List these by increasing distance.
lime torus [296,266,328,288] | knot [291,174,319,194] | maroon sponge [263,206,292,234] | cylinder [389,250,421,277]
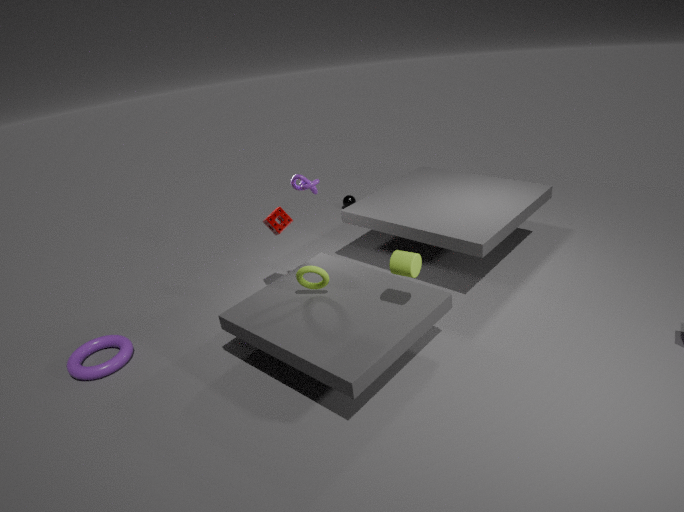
cylinder [389,250,421,277] → lime torus [296,266,328,288] → knot [291,174,319,194] → maroon sponge [263,206,292,234]
